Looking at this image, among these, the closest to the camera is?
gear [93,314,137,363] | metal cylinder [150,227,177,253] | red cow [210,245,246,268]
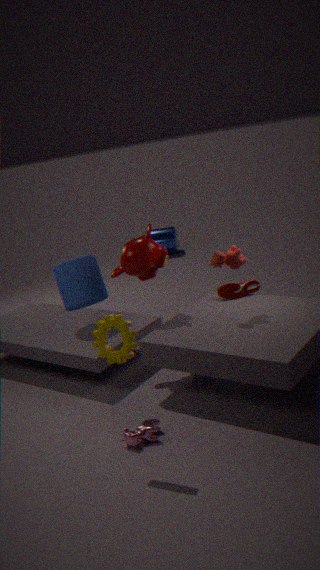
gear [93,314,137,363]
